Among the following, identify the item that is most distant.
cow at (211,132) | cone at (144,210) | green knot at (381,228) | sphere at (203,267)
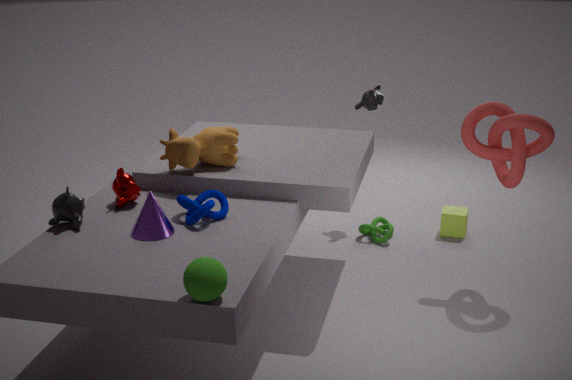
green knot at (381,228)
